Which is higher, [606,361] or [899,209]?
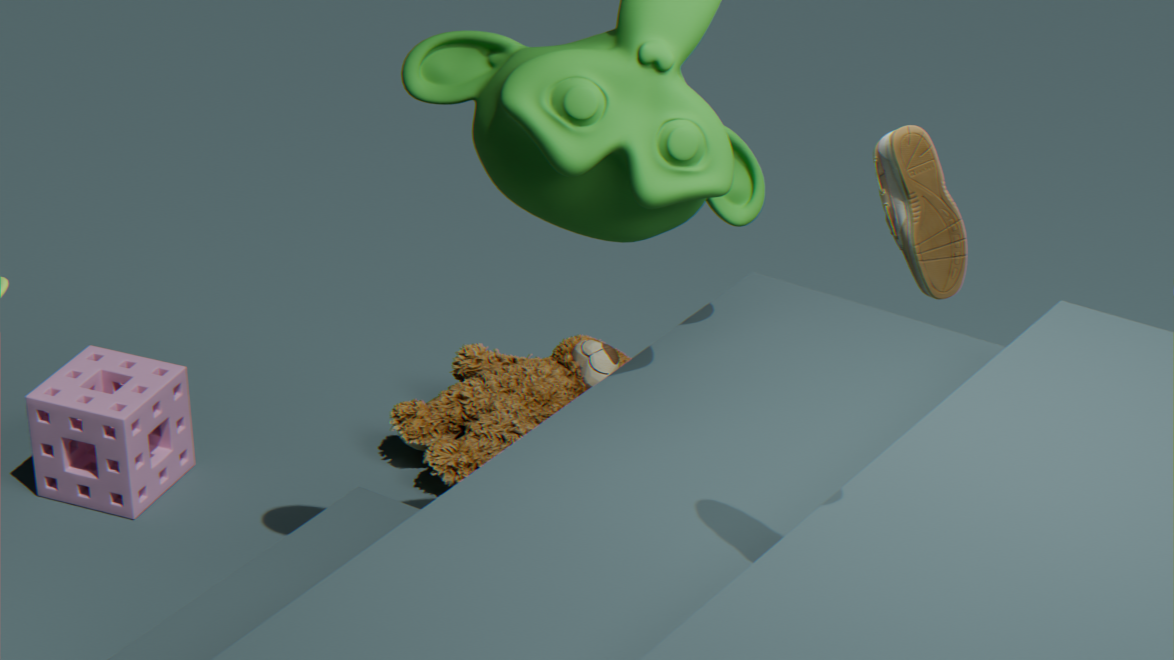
[899,209]
